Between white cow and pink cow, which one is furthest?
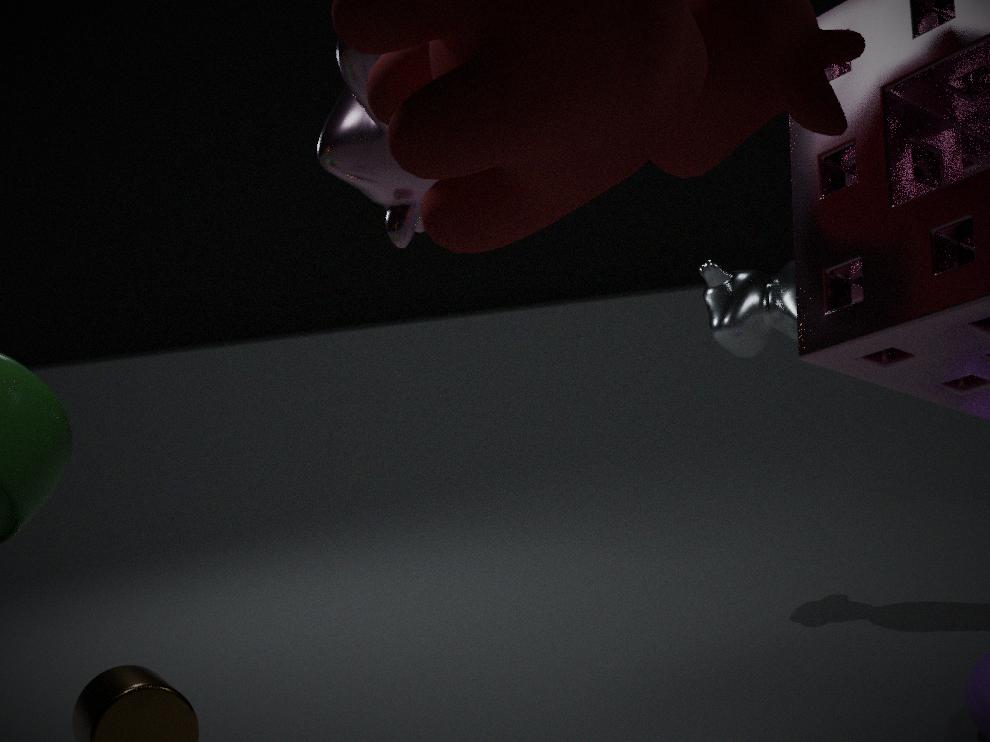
white cow
